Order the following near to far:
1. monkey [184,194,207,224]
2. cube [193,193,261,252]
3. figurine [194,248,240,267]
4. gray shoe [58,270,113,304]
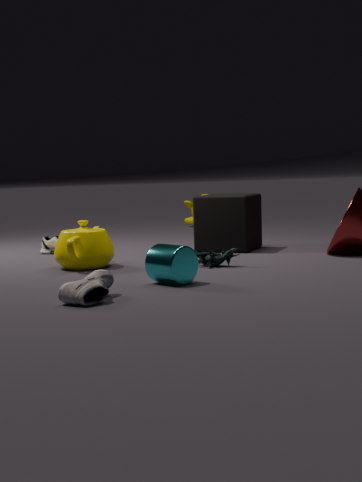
gray shoe [58,270,113,304] → figurine [194,248,240,267] → cube [193,193,261,252] → monkey [184,194,207,224]
